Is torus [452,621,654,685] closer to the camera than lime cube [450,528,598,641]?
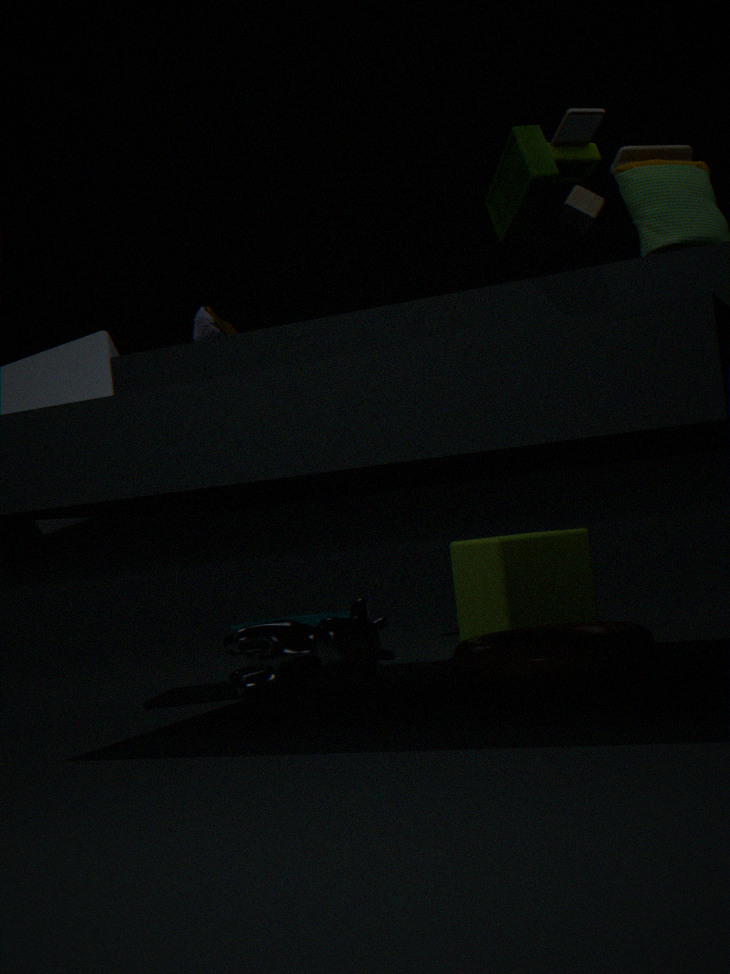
Yes
